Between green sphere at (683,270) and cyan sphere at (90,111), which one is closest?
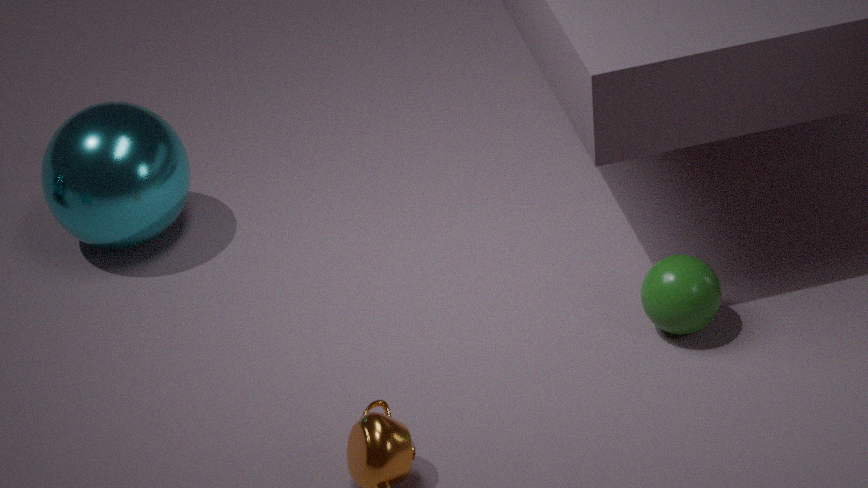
green sphere at (683,270)
